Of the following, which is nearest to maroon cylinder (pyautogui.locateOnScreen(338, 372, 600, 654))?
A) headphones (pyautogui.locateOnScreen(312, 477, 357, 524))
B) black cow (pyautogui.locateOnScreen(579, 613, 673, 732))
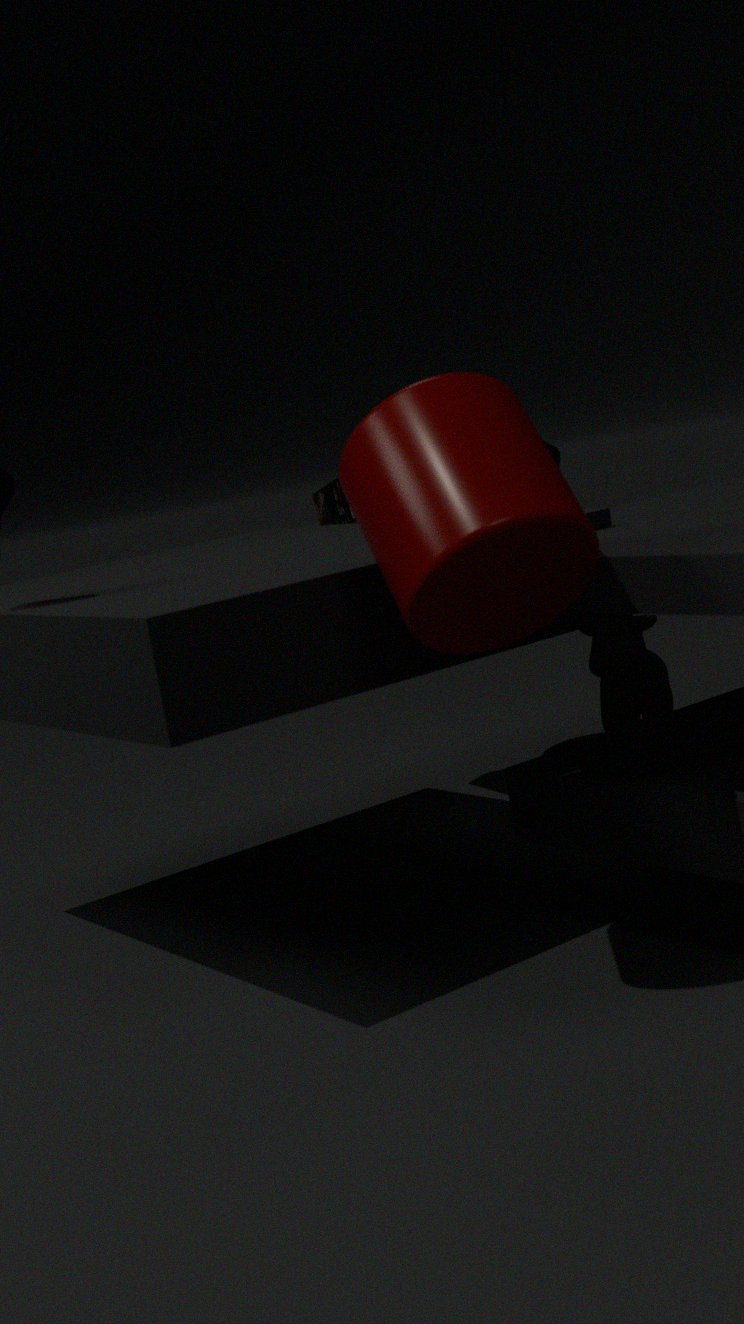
headphones (pyautogui.locateOnScreen(312, 477, 357, 524))
